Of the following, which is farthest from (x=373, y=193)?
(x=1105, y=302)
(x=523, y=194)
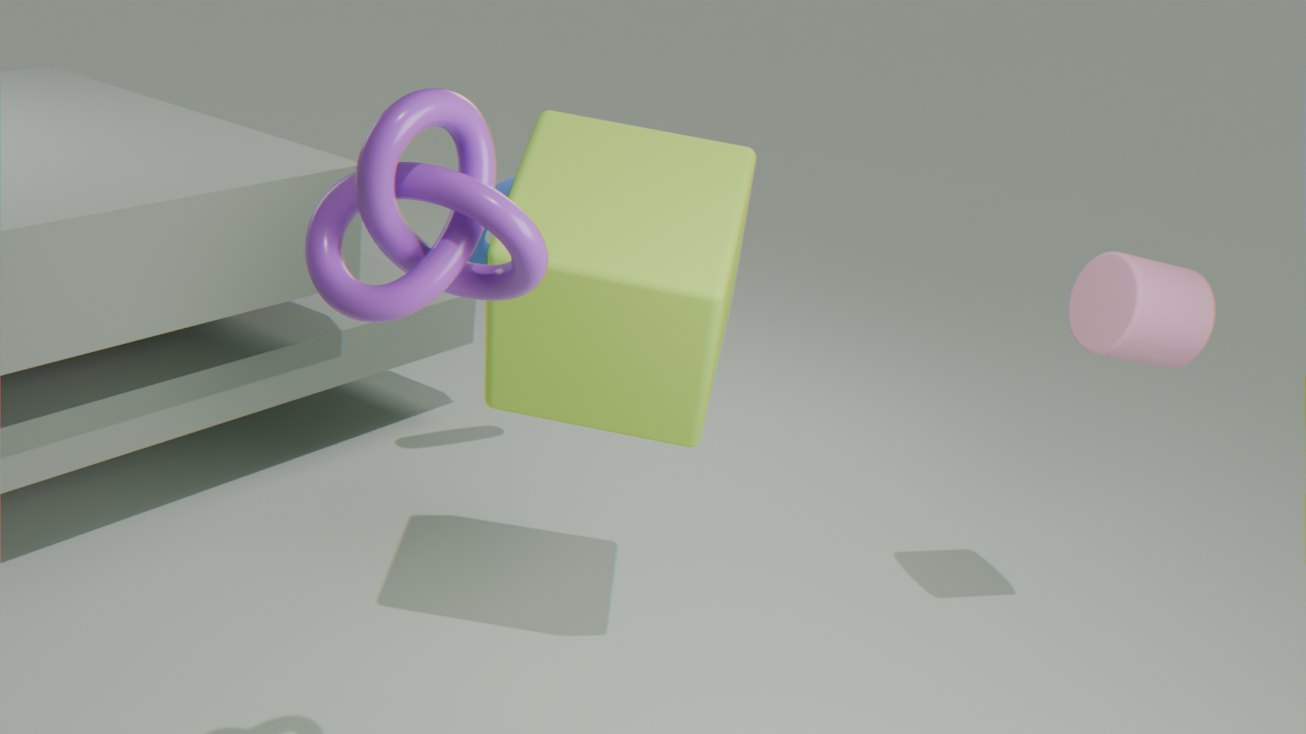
(x=1105, y=302)
